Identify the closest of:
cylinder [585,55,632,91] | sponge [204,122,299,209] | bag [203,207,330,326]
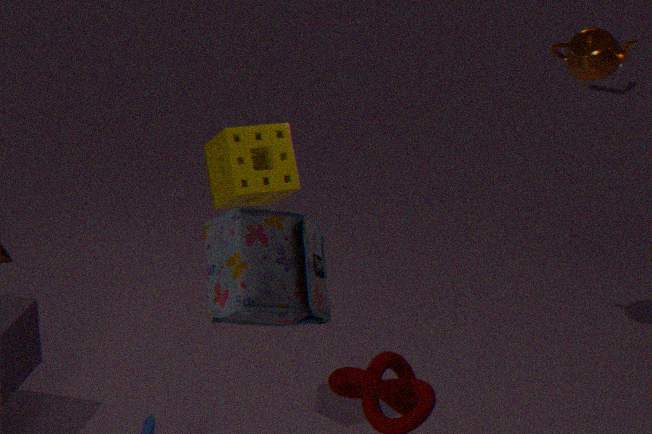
bag [203,207,330,326]
